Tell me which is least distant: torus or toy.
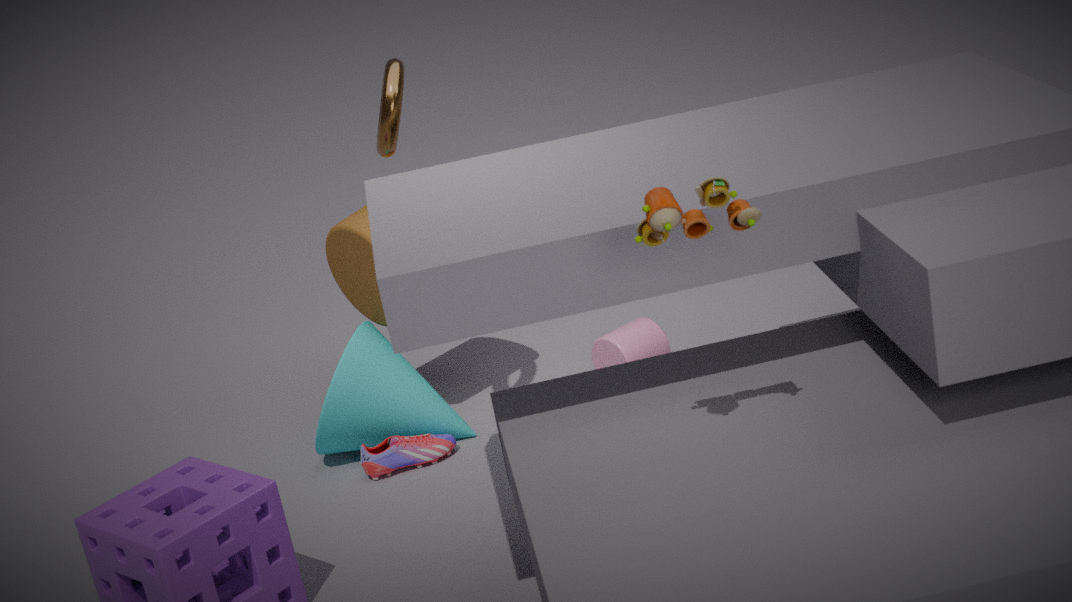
toy
